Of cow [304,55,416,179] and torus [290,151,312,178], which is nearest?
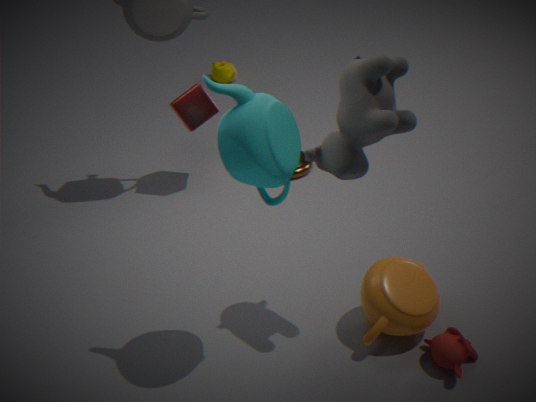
cow [304,55,416,179]
